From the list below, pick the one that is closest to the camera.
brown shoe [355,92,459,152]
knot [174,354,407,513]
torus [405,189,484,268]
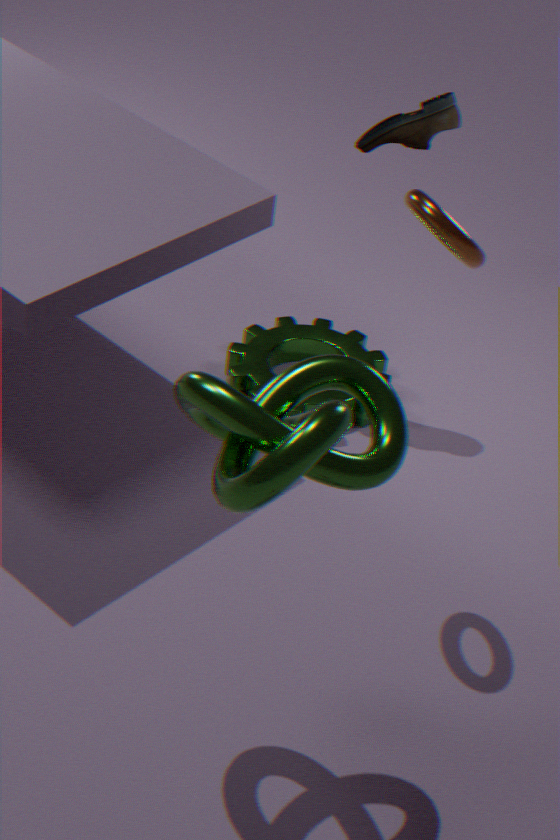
knot [174,354,407,513]
